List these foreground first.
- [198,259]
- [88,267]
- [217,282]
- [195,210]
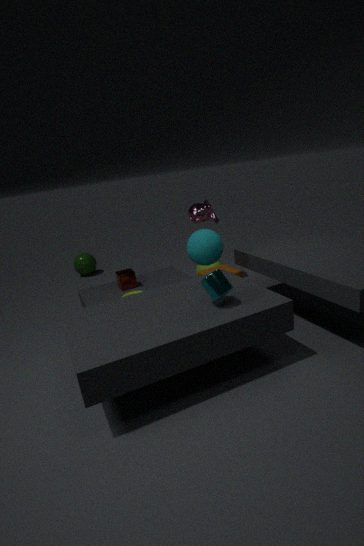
[217,282] < [198,259] < [195,210] < [88,267]
